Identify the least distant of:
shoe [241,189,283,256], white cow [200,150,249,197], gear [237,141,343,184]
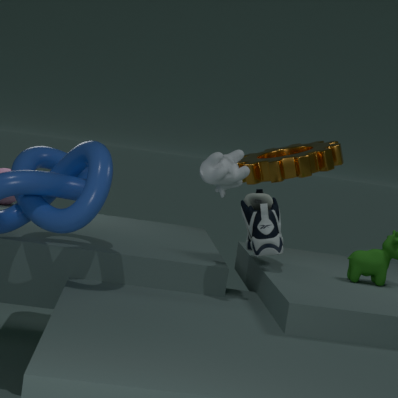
white cow [200,150,249,197]
